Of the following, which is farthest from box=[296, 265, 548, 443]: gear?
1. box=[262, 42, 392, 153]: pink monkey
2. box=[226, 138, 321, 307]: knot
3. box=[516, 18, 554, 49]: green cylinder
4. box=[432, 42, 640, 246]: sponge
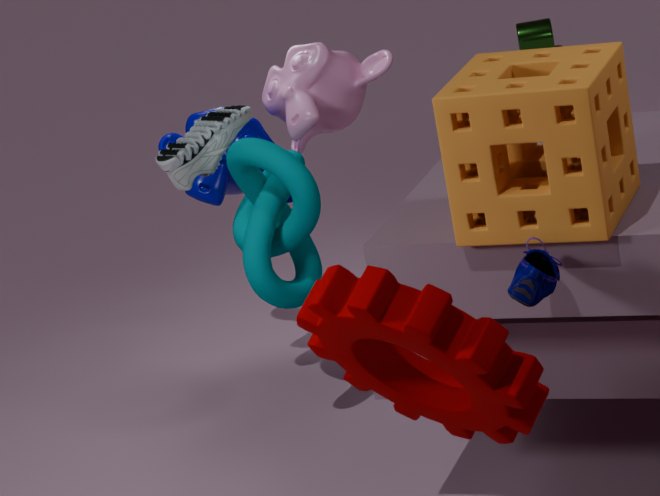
box=[516, 18, 554, 49]: green cylinder
